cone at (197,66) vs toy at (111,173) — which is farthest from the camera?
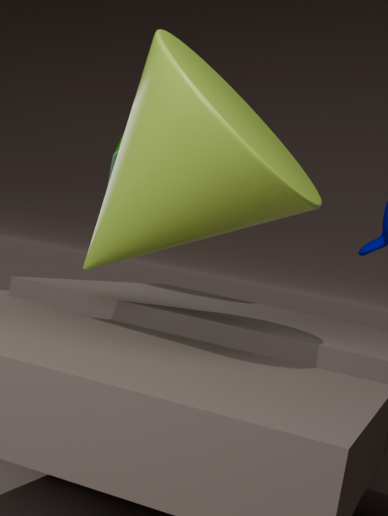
toy at (111,173)
